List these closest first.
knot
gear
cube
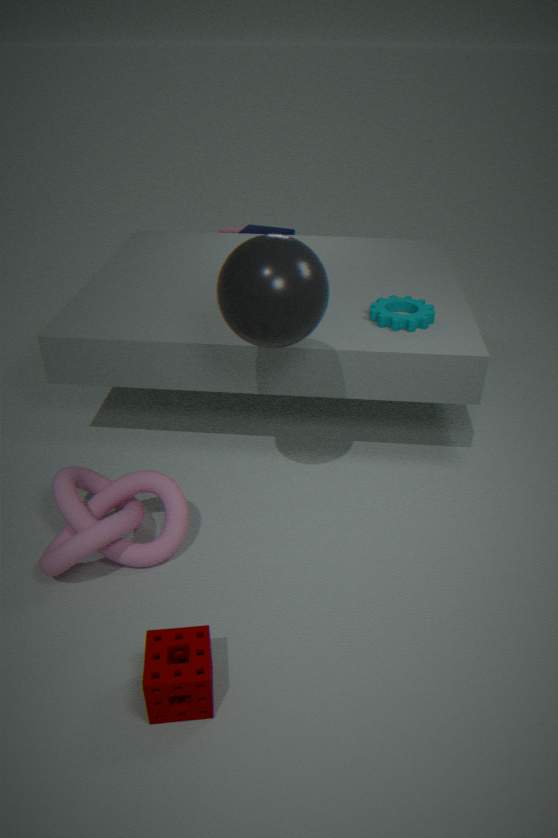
knot → gear → cube
